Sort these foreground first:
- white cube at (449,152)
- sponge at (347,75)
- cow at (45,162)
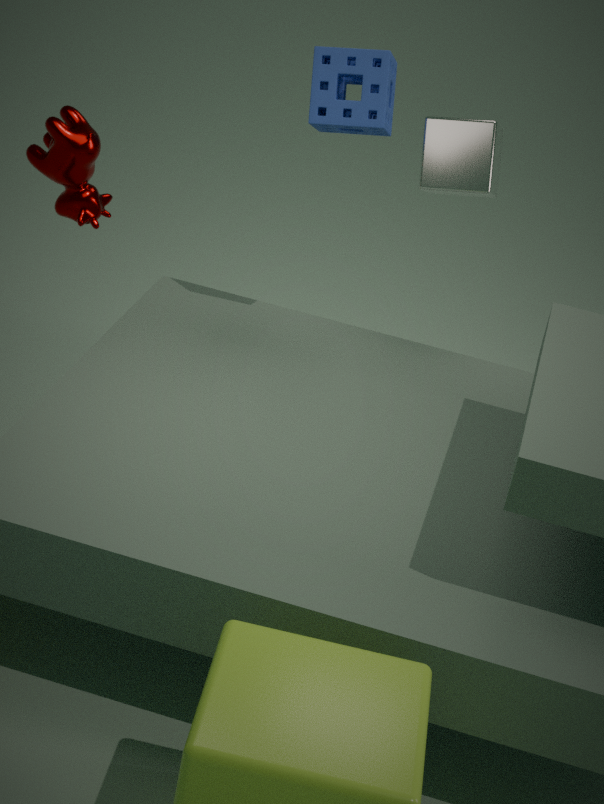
1. cow at (45,162)
2. sponge at (347,75)
3. white cube at (449,152)
